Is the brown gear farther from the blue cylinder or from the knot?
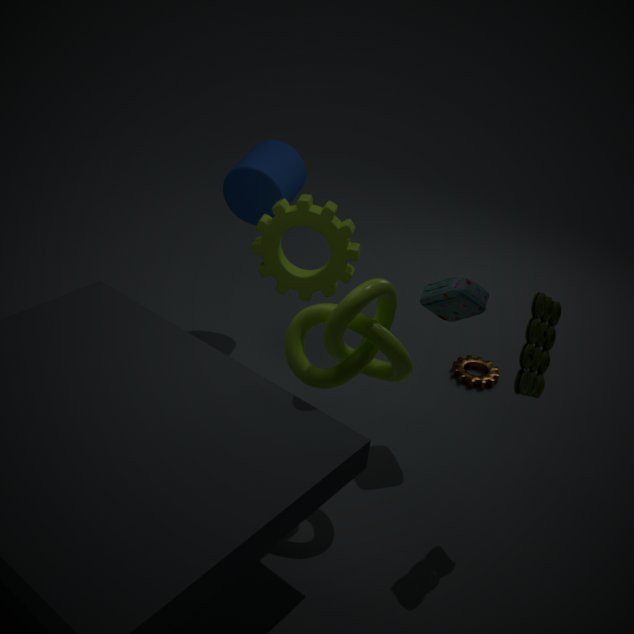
the blue cylinder
